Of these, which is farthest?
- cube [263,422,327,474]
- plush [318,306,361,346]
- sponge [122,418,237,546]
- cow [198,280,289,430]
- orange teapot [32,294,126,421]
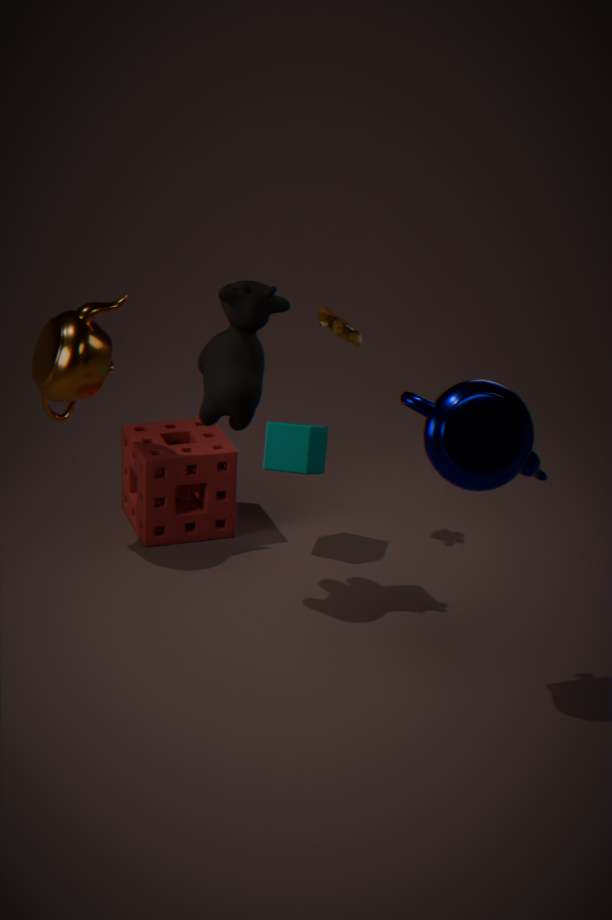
sponge [122,418,237,546]
